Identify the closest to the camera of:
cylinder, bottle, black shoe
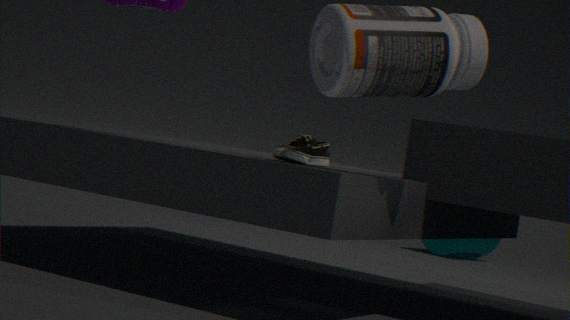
bottle
